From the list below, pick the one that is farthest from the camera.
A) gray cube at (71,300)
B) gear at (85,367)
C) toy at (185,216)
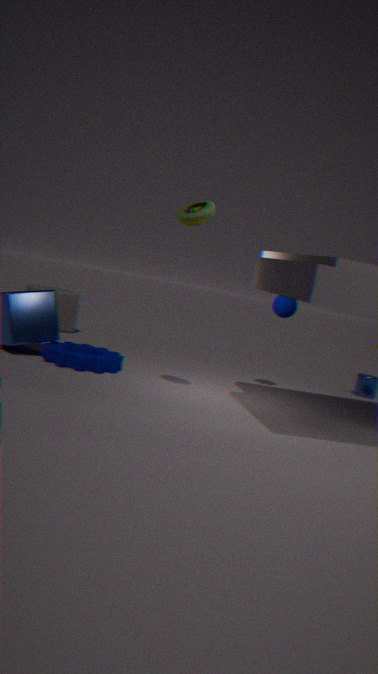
gray cube at (71,300)
